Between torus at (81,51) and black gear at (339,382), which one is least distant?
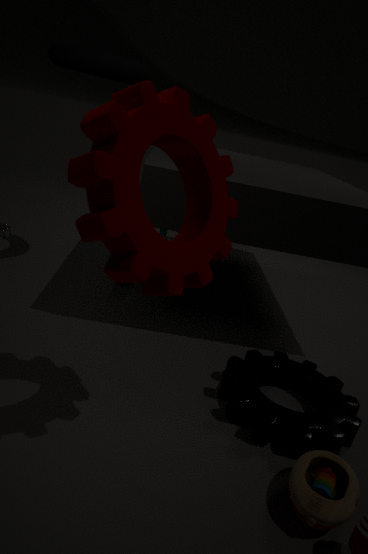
black gear at (339,382)
